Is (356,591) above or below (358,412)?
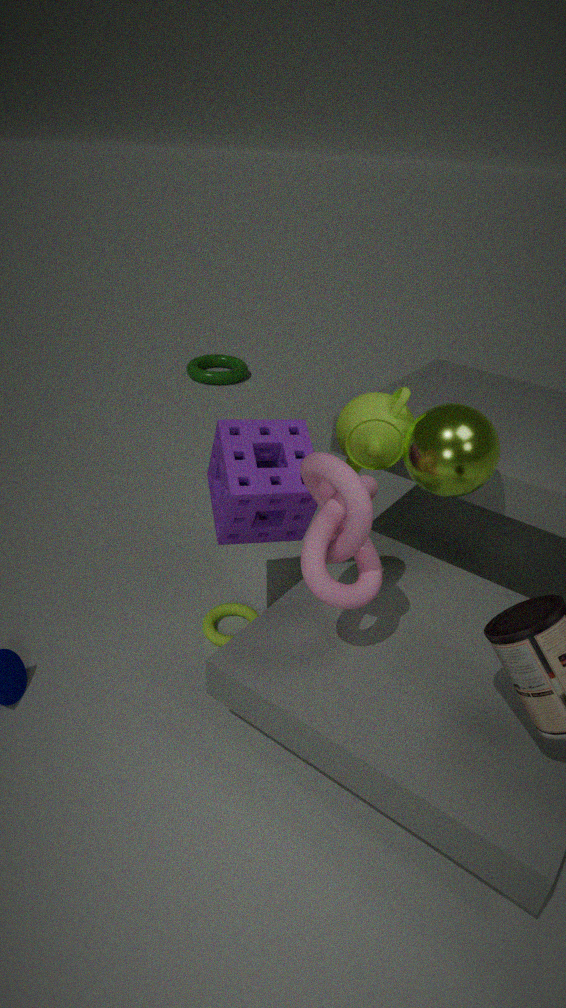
below
